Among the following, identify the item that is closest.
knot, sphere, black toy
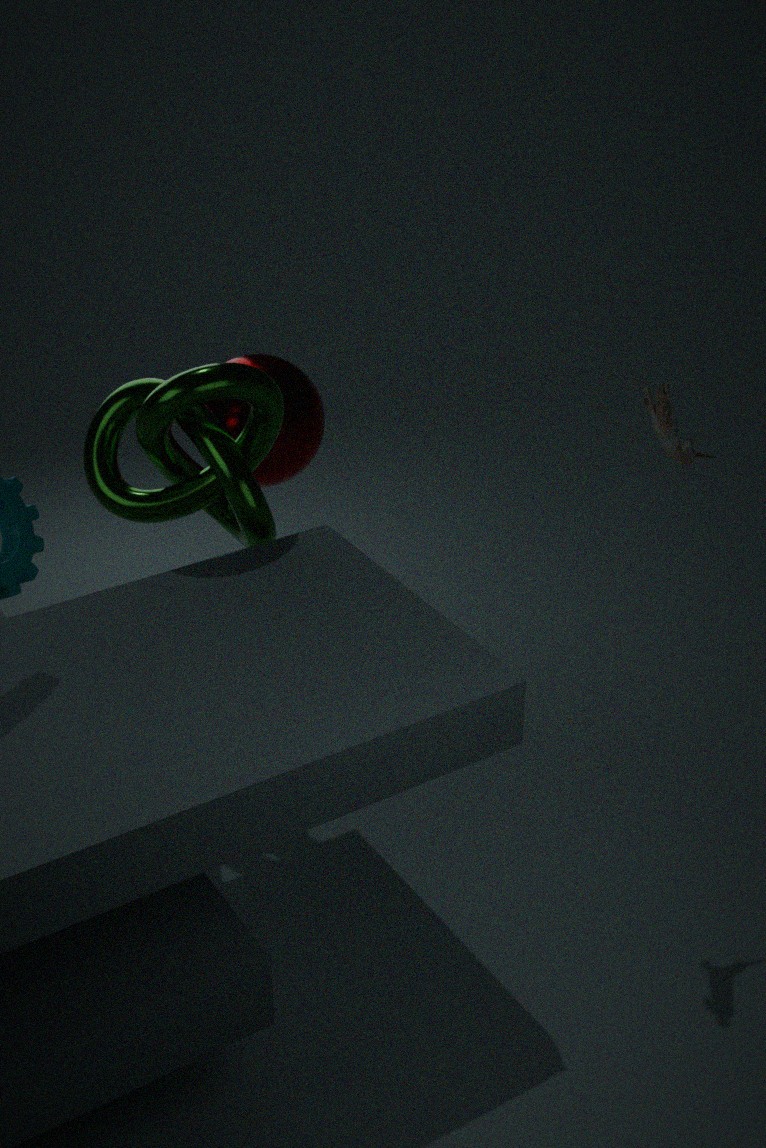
black toy
